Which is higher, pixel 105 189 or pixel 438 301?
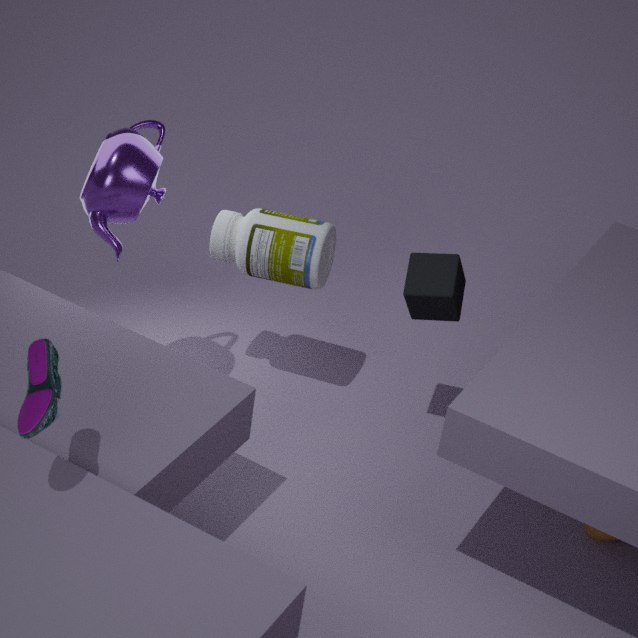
pixel 105 189
